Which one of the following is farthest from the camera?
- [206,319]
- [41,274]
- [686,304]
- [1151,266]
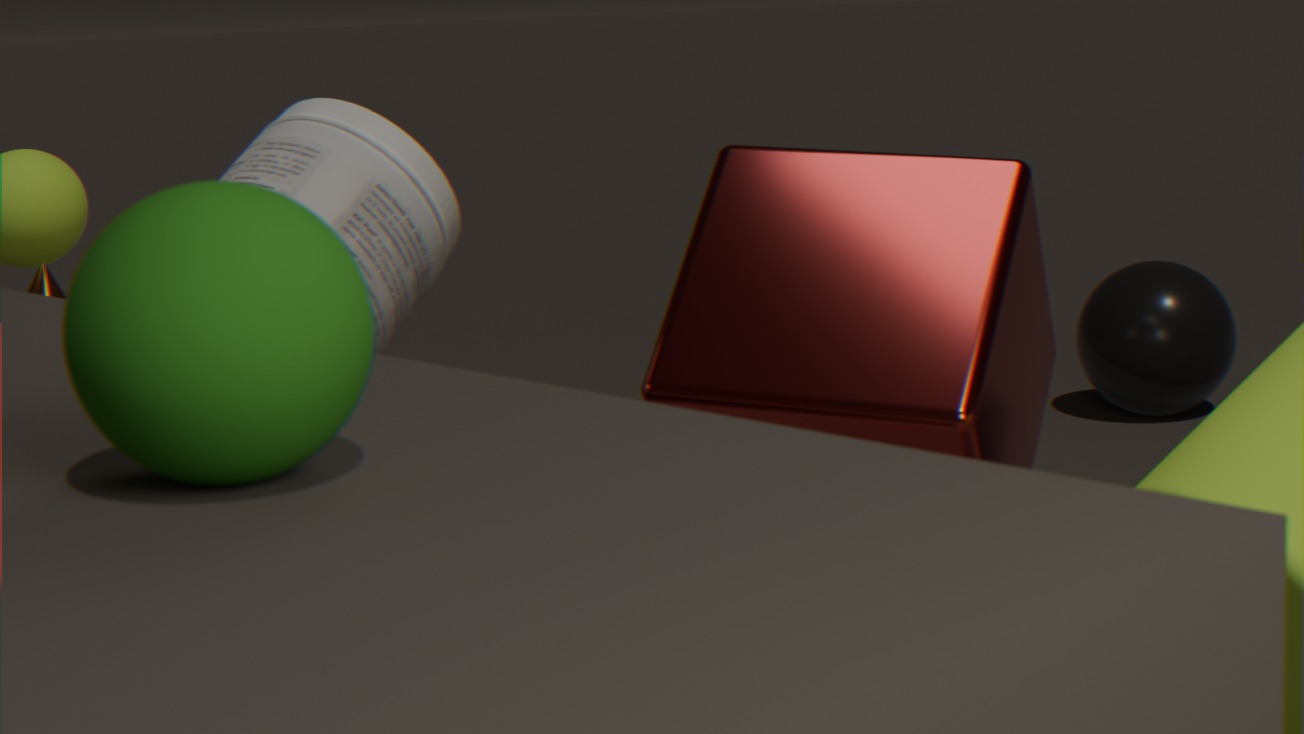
[1151,266]
